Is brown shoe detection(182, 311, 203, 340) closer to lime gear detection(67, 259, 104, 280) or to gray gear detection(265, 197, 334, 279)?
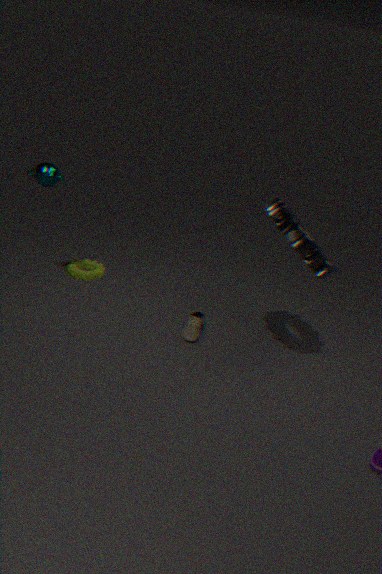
gray gear detection(265, 197, 334, 279)
